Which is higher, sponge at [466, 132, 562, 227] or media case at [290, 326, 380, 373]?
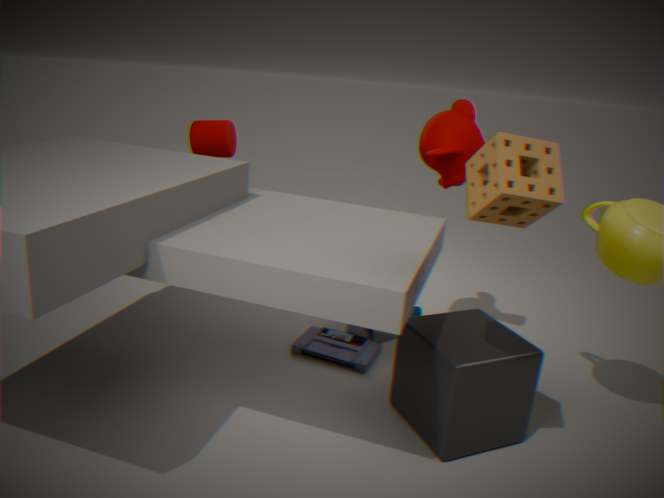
sponge at [466, 132, 562, 227]
